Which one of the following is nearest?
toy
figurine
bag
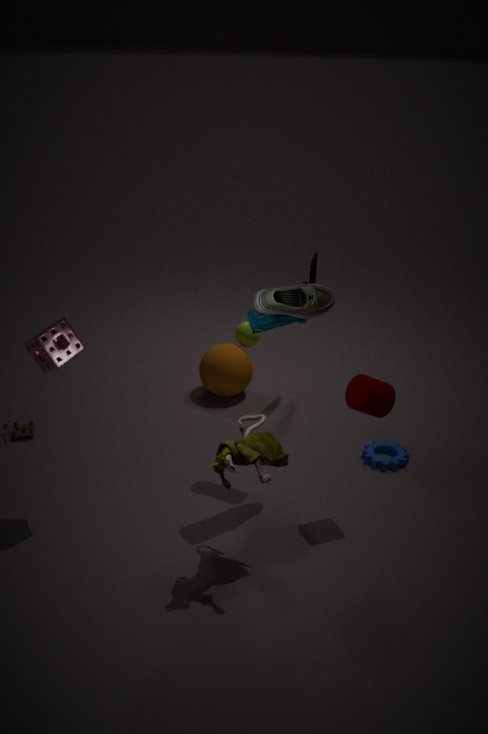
figurine
